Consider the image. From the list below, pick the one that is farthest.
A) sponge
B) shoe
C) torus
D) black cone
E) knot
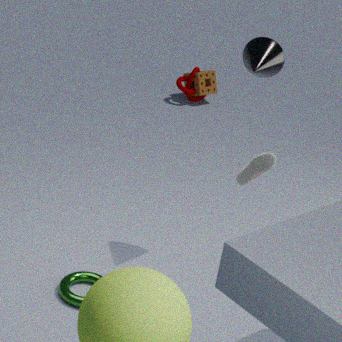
sponge
